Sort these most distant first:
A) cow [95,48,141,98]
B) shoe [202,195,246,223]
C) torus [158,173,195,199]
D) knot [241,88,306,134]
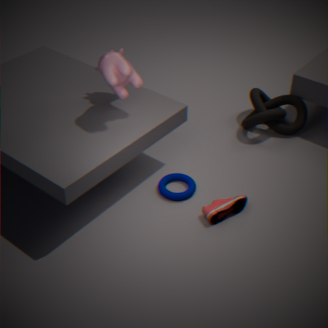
knot [241,88,306,134], torus [158,173,195,199], shoe [202,195,246,223], cow [95,48,141,98]
